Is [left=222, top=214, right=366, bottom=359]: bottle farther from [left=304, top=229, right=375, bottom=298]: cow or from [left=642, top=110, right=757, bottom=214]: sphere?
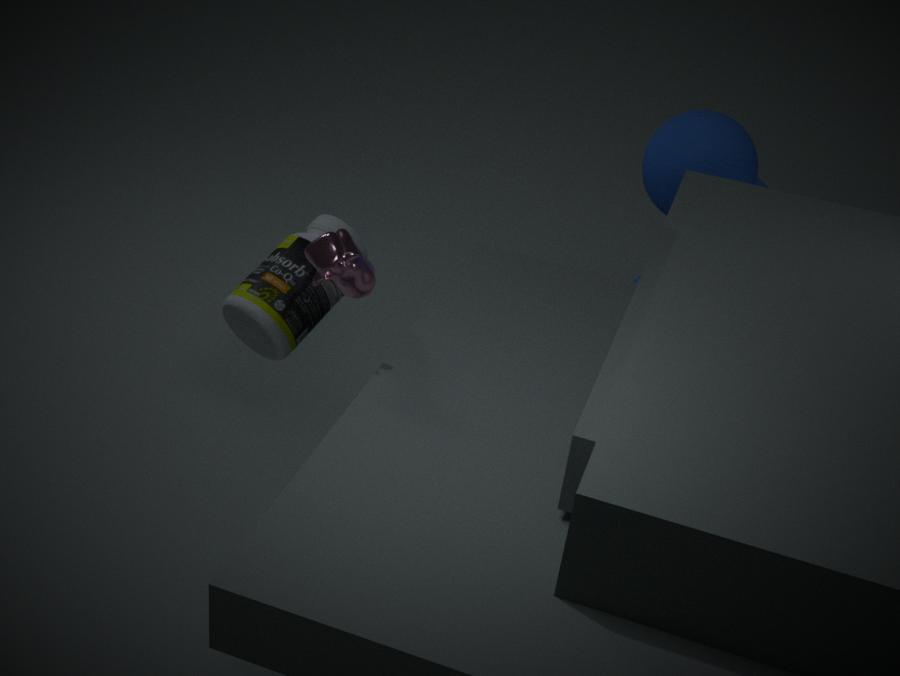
[left=642, top=110, right=757, bottom=214]: sphere
